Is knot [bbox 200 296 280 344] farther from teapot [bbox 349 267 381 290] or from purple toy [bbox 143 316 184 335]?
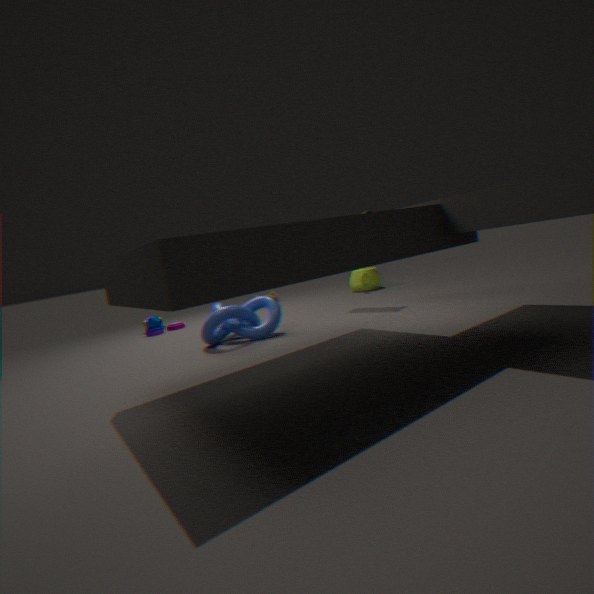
teapot [bbox 349 267 381 290]
